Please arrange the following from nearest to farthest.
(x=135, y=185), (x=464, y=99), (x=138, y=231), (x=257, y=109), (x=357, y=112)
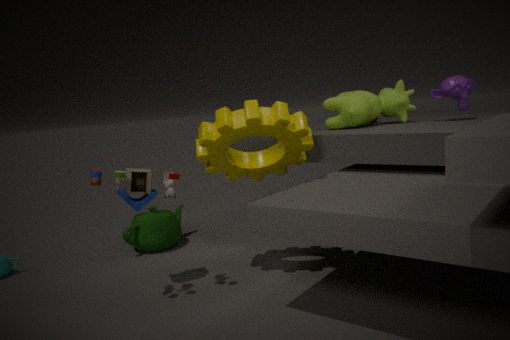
(x=257, y=109), (x=135, y=185), (x=464, y=99), (x=357, y=112), (x=138, y=231)
